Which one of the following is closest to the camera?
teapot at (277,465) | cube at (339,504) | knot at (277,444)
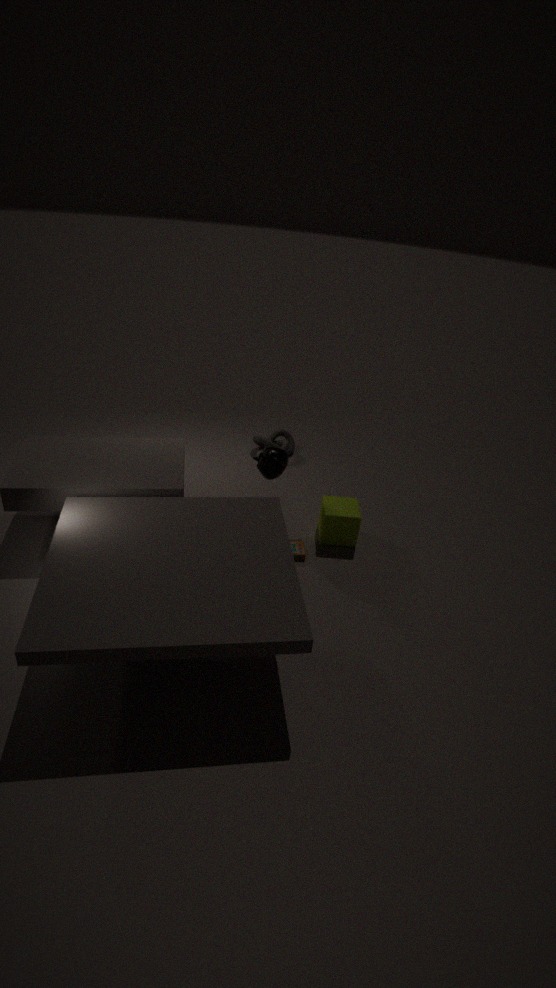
teapot at (277,465)
